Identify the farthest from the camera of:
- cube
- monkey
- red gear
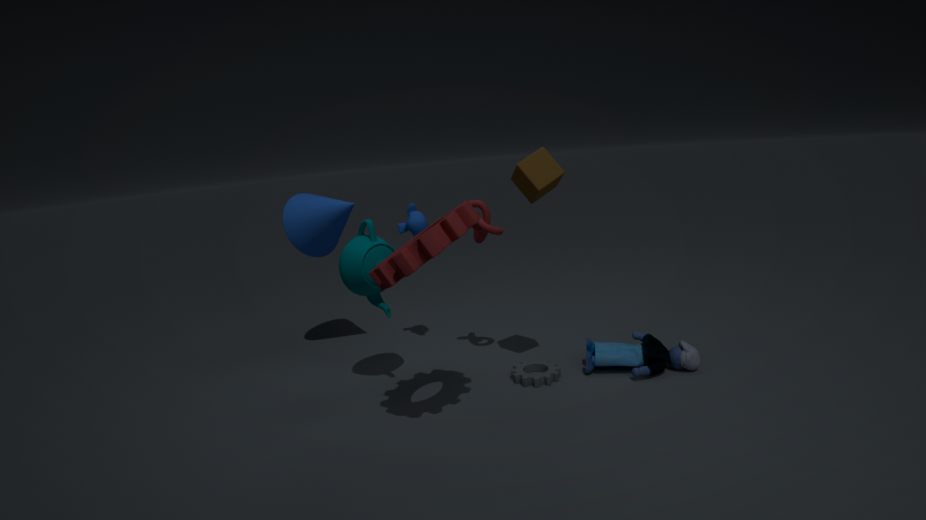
monkey
